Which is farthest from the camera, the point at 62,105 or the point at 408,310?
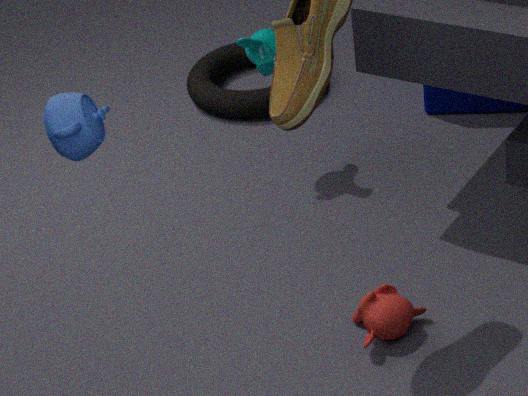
the point at 408,310
